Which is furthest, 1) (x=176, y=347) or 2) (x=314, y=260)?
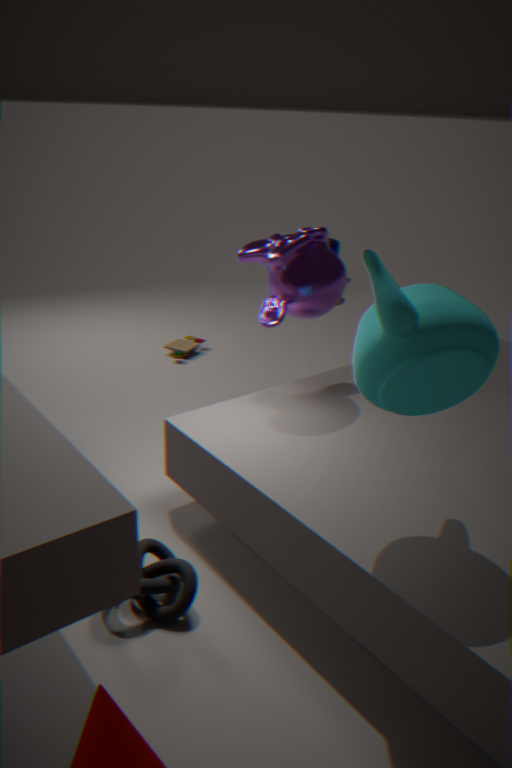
1. (x=176, y=347)
